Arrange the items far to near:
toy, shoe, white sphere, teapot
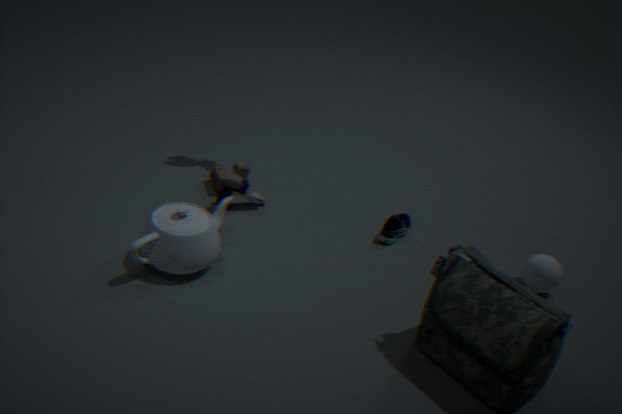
shoe → toy → white sphere → teapot
